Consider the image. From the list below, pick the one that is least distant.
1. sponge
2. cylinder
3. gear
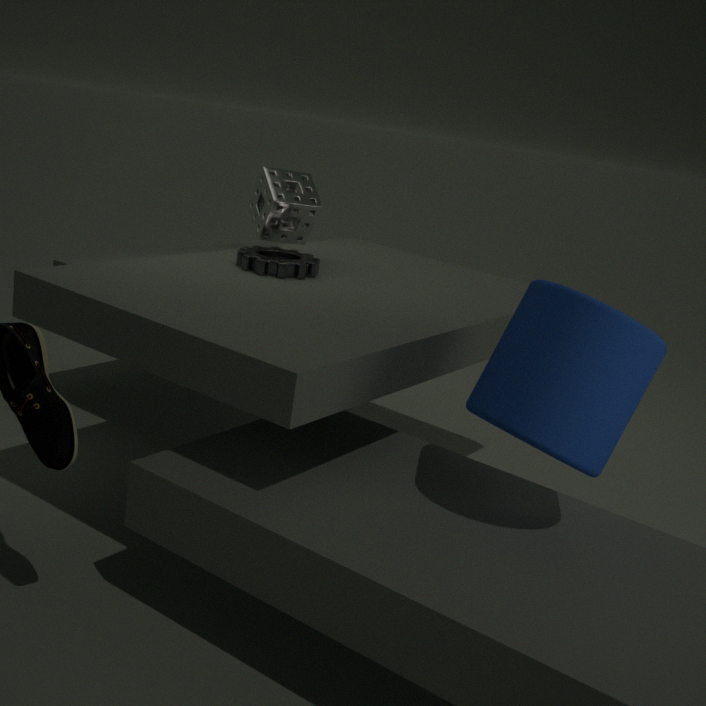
cylinder
